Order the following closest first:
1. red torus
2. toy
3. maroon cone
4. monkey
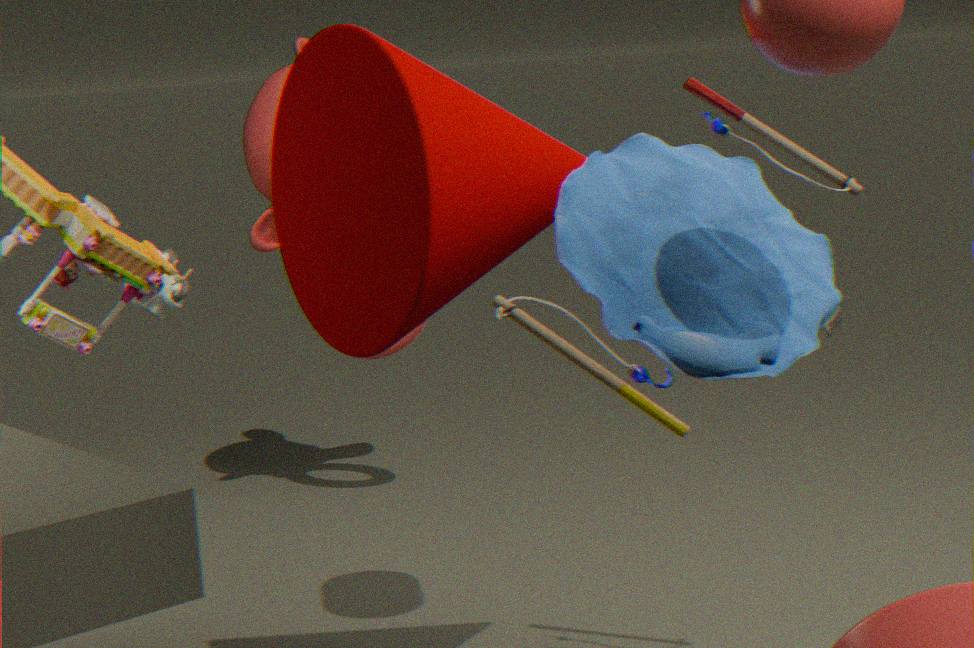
toy < maroon cone < monkey < red torus
